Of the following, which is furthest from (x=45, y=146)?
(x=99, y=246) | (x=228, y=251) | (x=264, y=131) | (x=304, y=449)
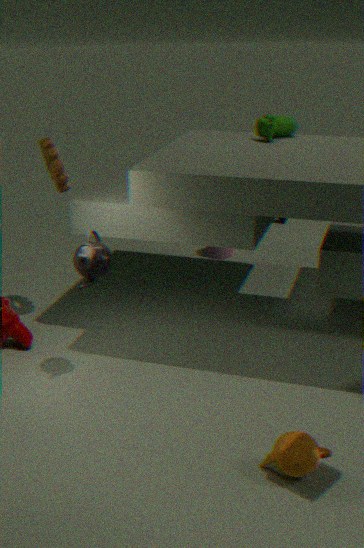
(x=304, y=449)
